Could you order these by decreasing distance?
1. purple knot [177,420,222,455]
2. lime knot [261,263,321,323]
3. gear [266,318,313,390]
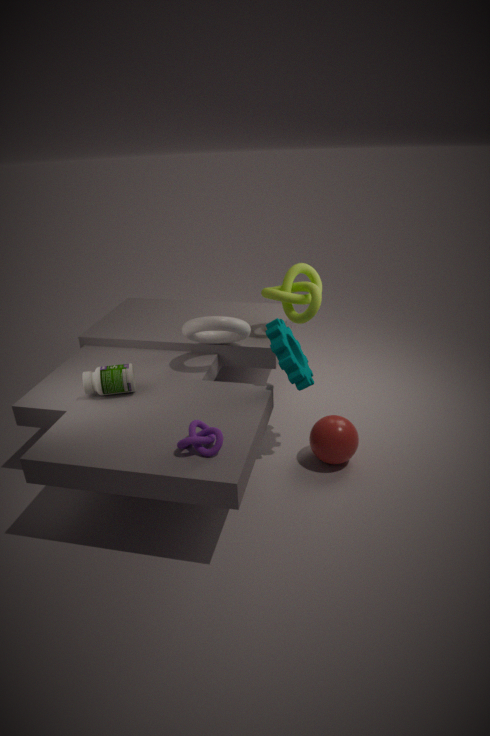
lime knot [261,263,321,323]
gear [266,318,313,390]
purple knot [177,420,222,455]
